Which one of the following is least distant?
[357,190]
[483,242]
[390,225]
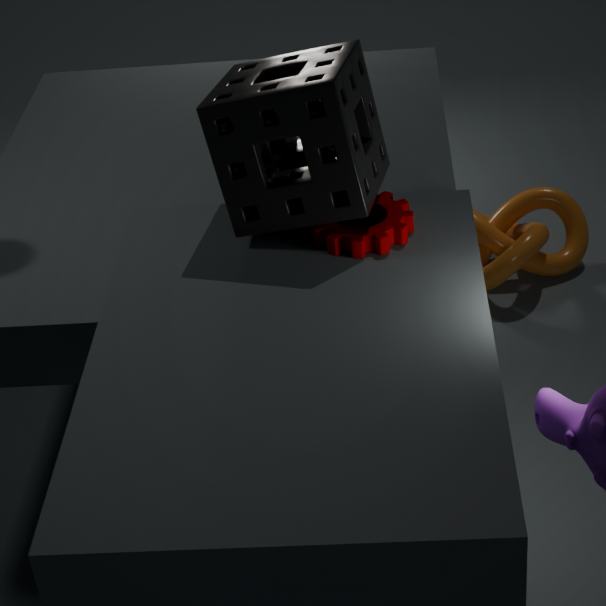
[357,190]
